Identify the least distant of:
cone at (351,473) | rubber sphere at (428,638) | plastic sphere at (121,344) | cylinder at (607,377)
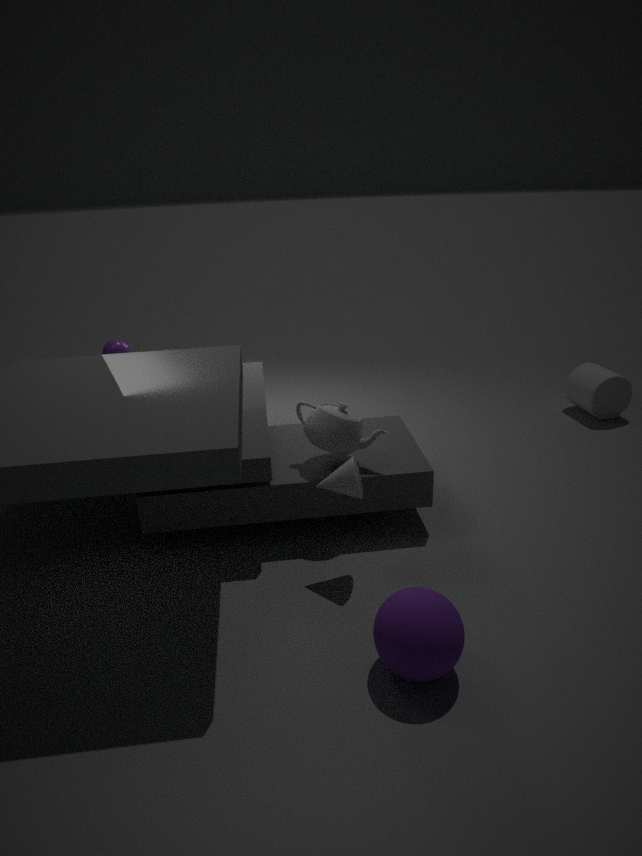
rubber sphere at (428,638)
